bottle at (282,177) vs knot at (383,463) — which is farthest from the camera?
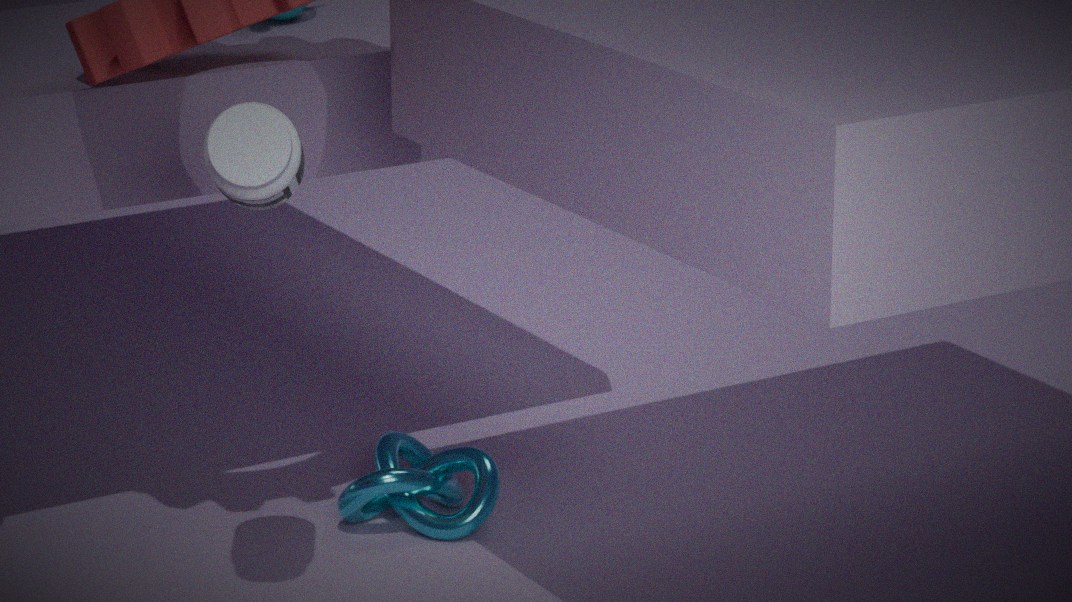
knot at (383,463)
